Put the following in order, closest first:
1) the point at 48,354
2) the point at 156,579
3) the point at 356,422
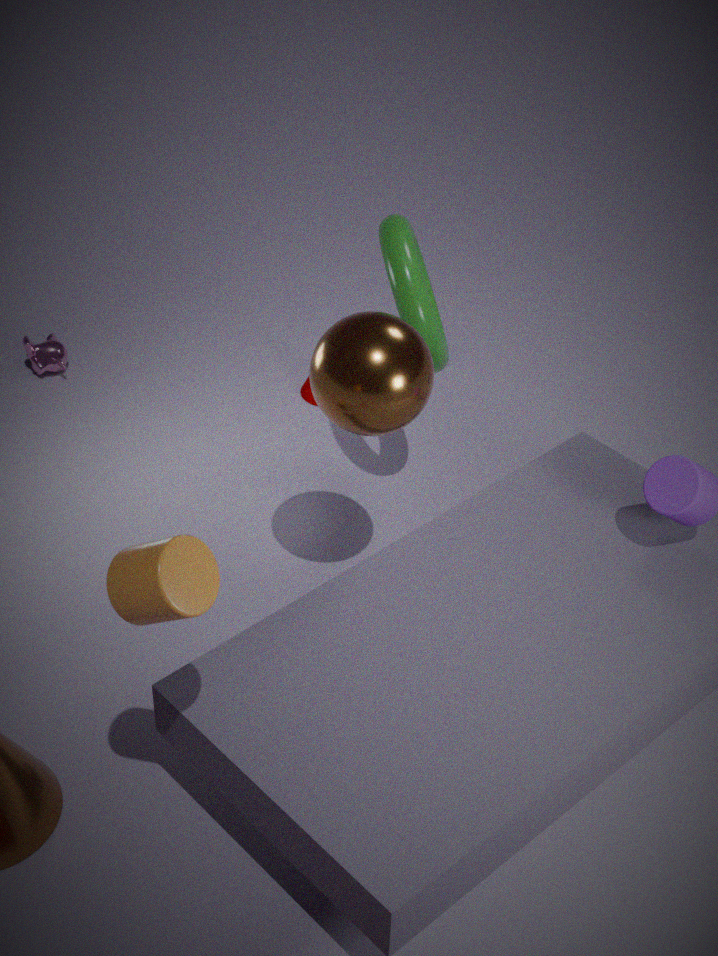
2. the point at 156,579
3. the point at 356,422
1. the point at 48,354
